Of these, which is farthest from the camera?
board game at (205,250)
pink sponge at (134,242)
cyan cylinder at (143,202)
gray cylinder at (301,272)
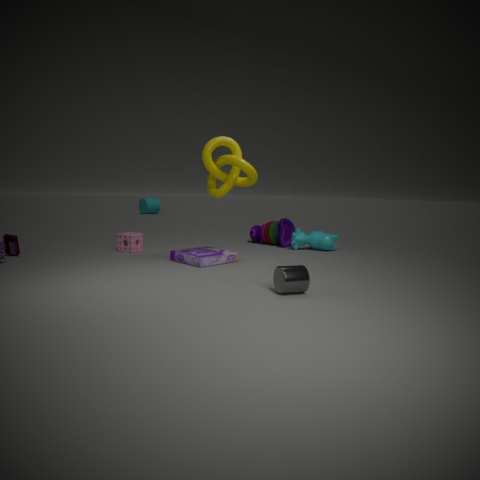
cyan cylinder at (143,202)
